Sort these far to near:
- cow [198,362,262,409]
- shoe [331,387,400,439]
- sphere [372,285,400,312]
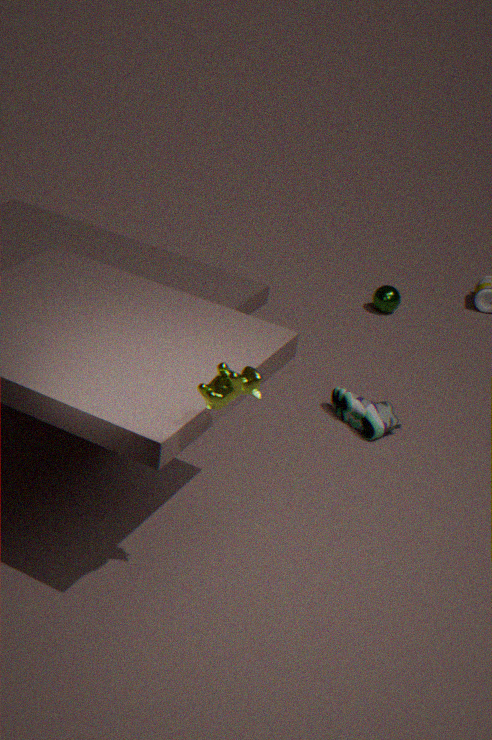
sphere [372,285,400,312] → shoe [331,387,400,439] → cow [198,362,262,409]
